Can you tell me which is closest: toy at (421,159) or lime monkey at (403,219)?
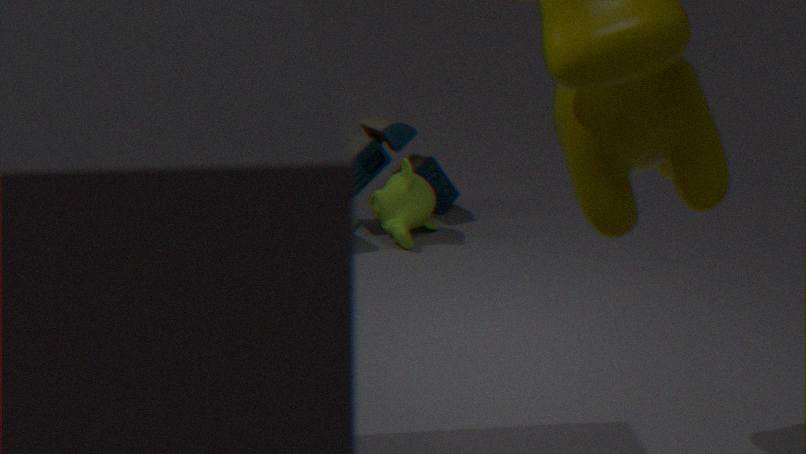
lime monkey at (403,219)
